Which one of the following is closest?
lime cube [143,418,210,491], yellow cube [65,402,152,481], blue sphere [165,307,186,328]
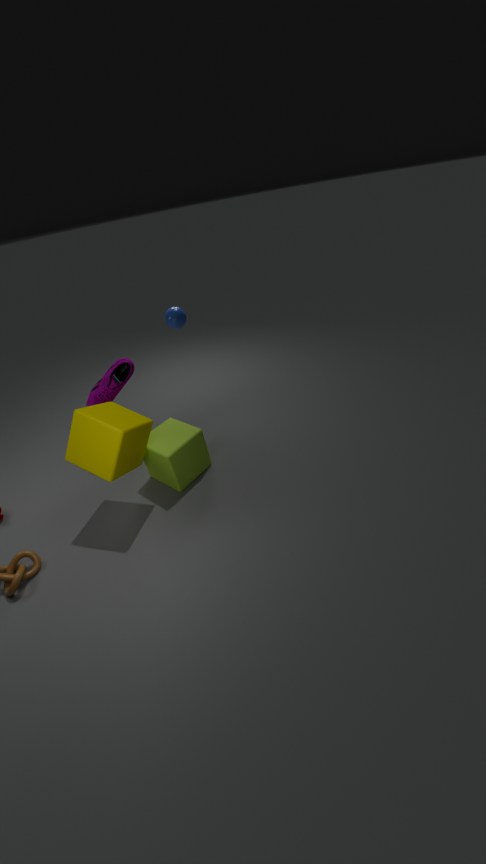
yellow cube [65,402,152,481]
